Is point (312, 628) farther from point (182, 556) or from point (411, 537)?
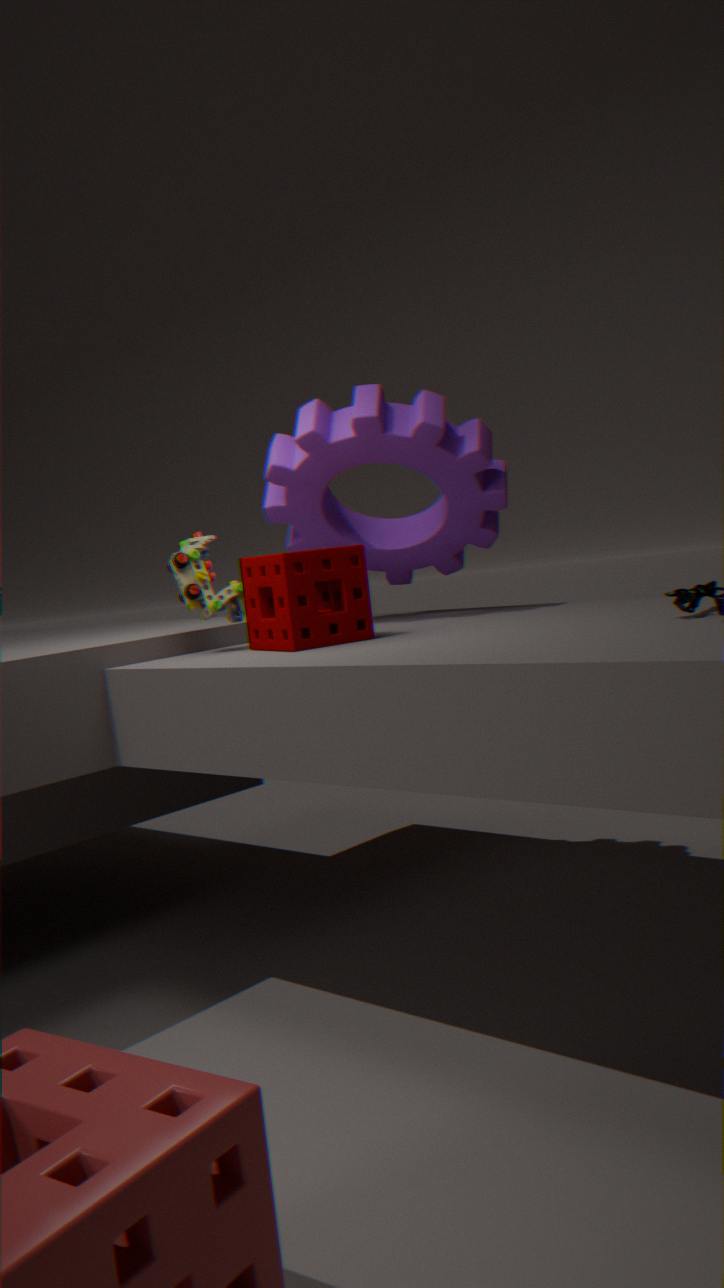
point (411, 537)
